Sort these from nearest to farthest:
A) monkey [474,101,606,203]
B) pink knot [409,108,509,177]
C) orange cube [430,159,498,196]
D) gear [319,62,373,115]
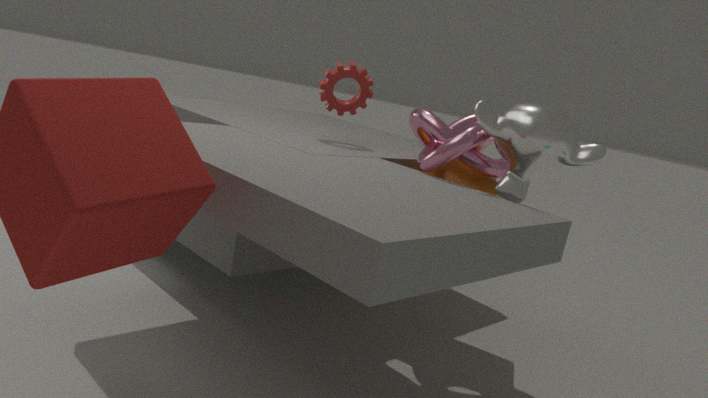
monkey [474,101,606,203], pink knot [409,108,509,177], orange cube [430,159,498,196], gear [319,62,373,115]
